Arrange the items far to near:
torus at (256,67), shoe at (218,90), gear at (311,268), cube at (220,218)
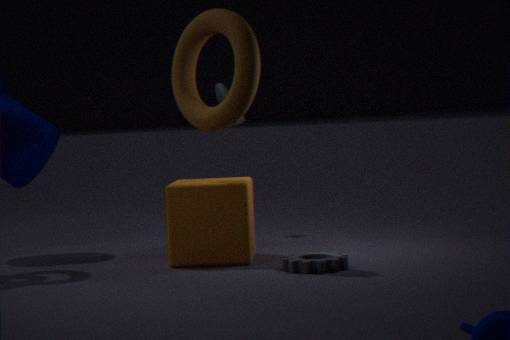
shoe at (218,90)
cube at (220,218)
torus at (256,67)
gear at (311,268)
